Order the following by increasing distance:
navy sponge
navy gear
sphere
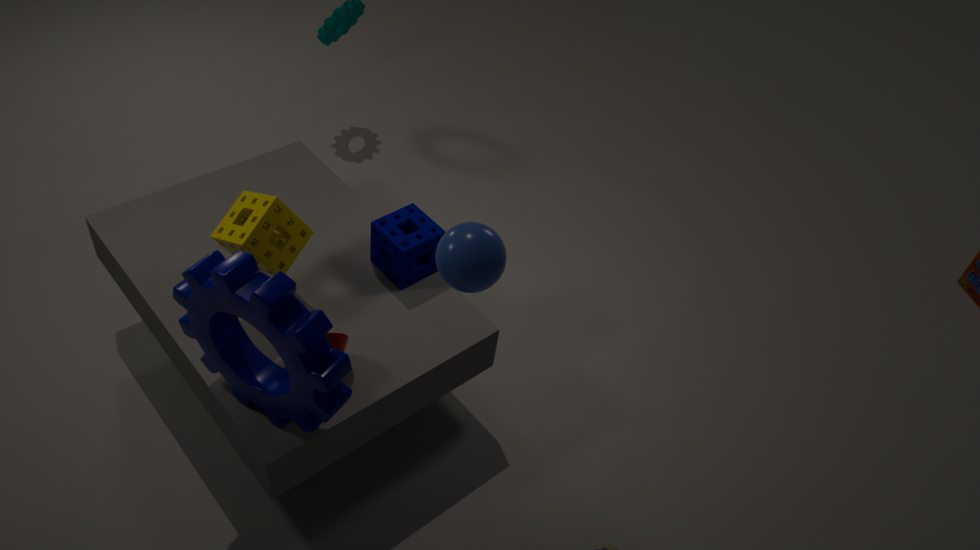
sphere < navy gear < navy sponge
